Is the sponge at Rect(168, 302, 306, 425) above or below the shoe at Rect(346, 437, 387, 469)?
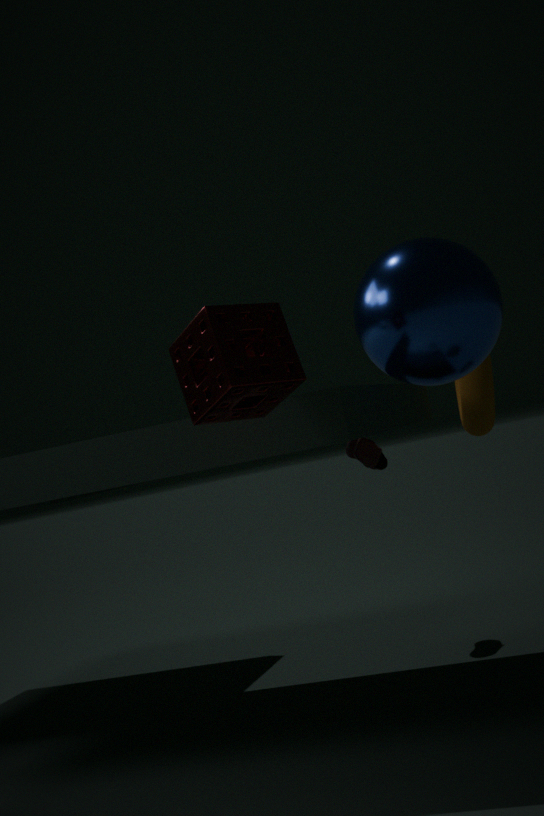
above
